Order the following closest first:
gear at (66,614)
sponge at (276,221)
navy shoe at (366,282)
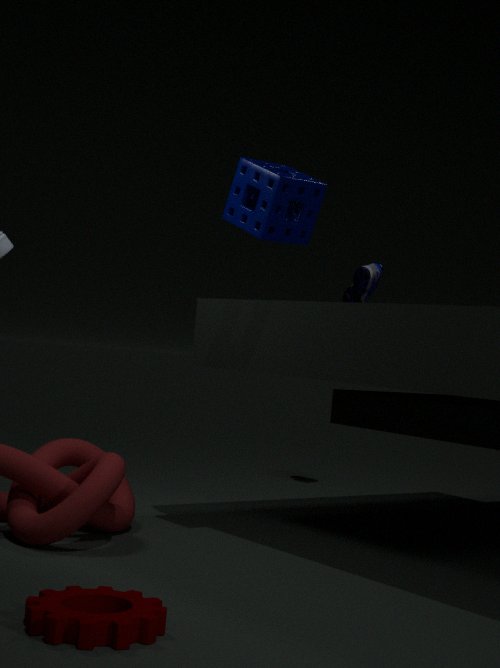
1. gear at (66,614)
2. sponge at (276,221)
3. navy shoe at (366,282)
